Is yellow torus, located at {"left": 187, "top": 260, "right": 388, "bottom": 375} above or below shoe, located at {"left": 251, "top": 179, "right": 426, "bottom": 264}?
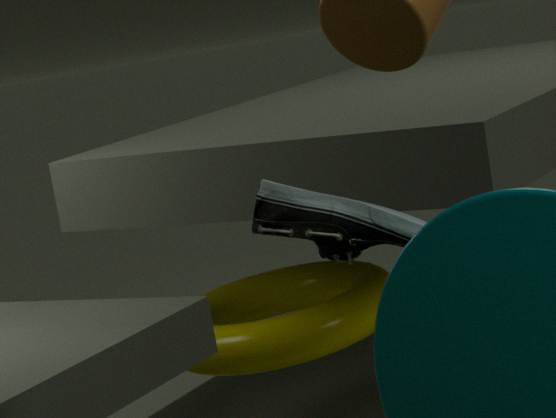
below
